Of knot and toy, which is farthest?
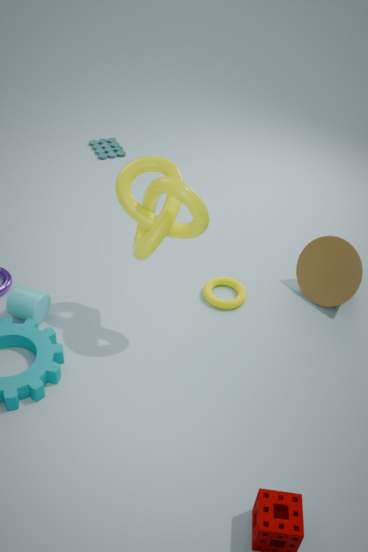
toy
